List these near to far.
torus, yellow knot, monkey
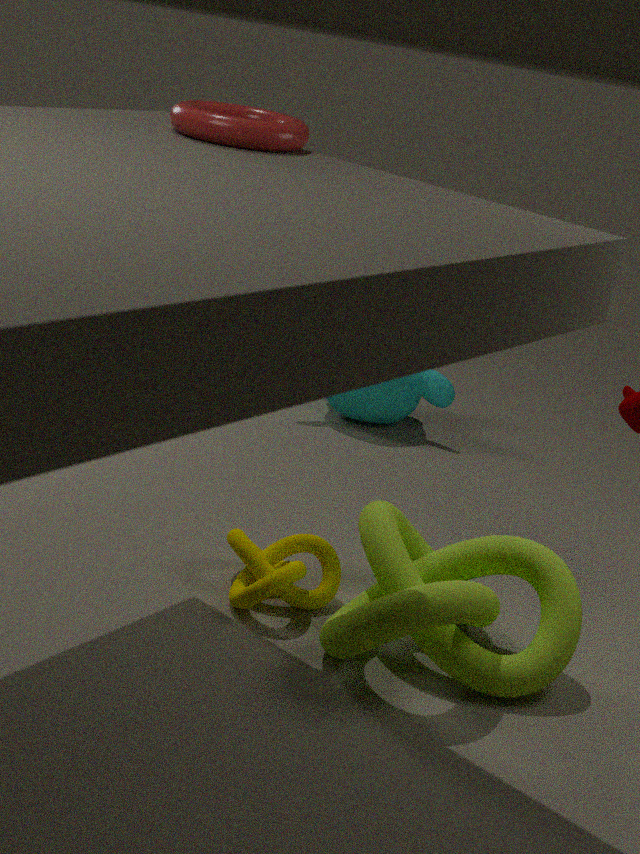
torus
yellow knot
monkey
